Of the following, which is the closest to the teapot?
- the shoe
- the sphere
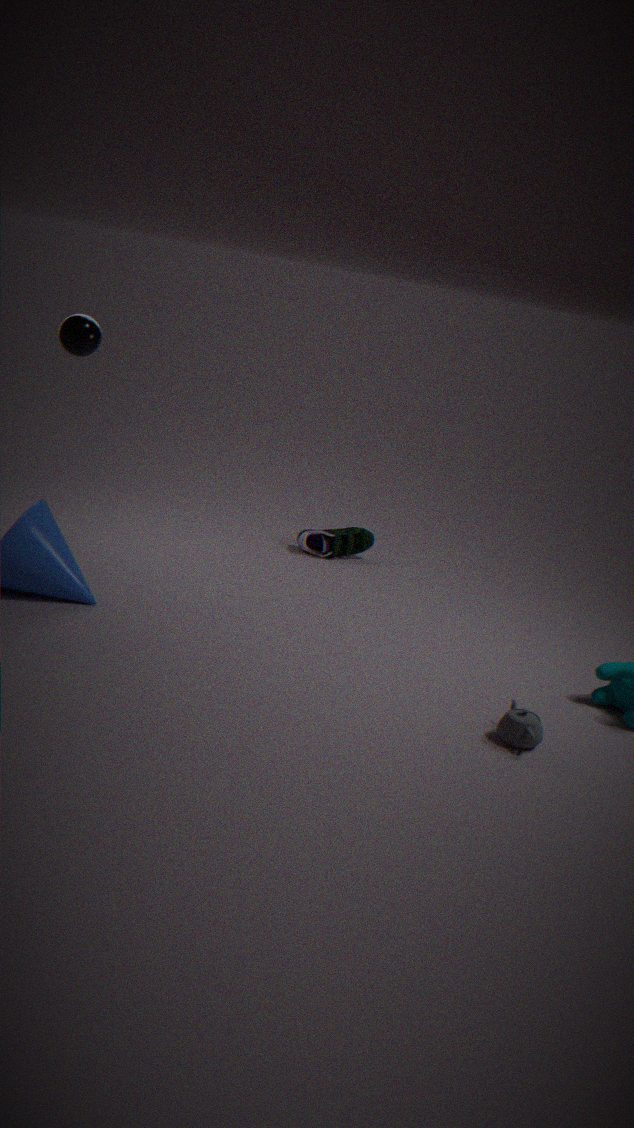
the shoe
